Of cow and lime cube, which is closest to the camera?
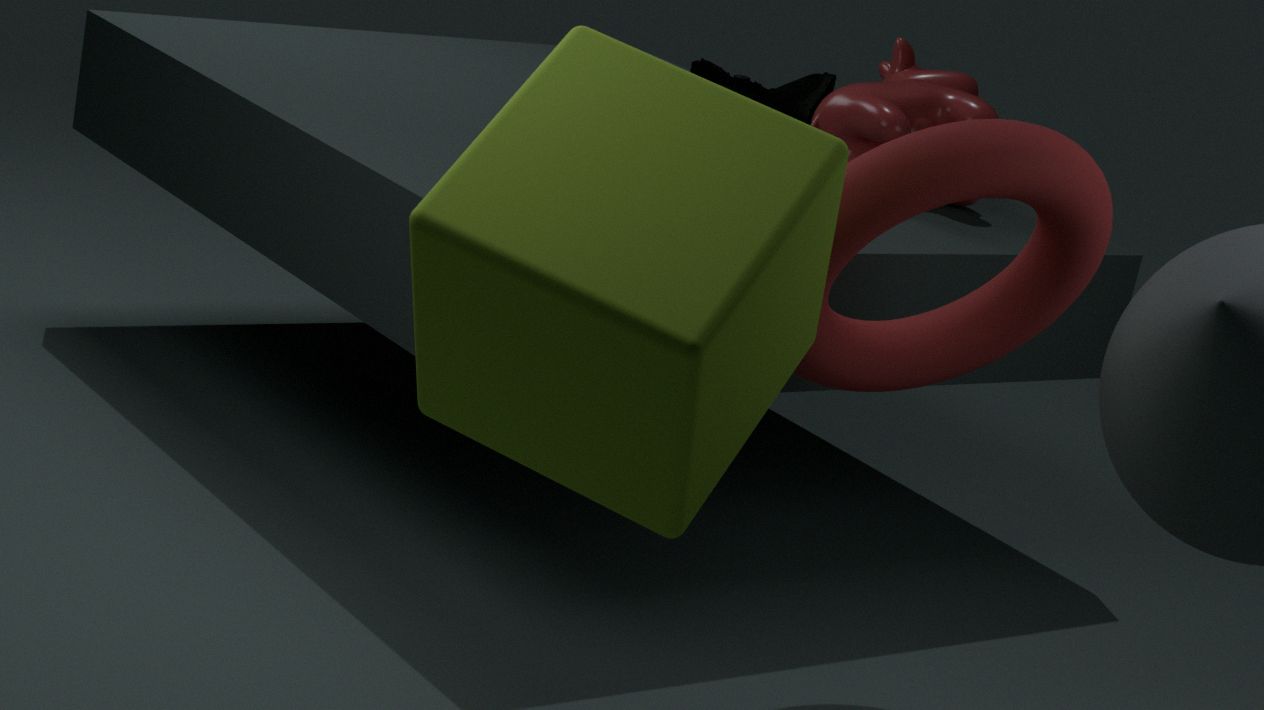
lime cube
